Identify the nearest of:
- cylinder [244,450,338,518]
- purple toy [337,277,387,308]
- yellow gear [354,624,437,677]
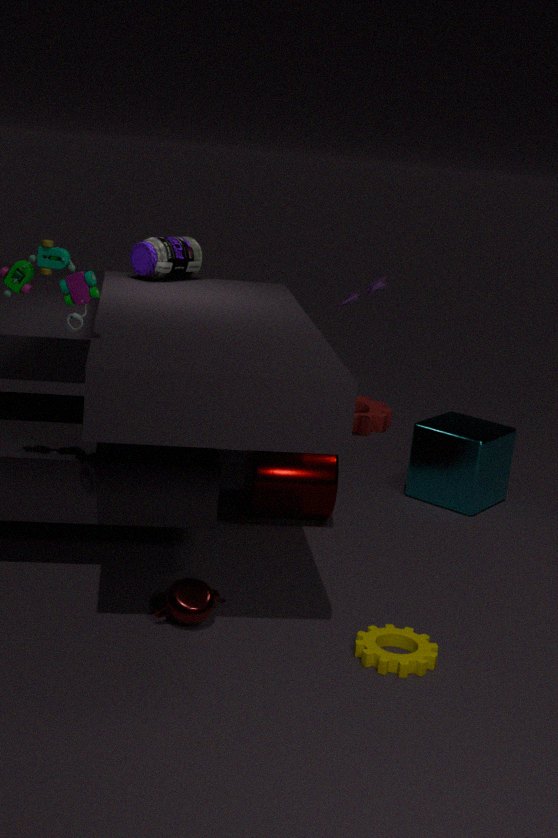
yellow gear [354,624,437,677]
